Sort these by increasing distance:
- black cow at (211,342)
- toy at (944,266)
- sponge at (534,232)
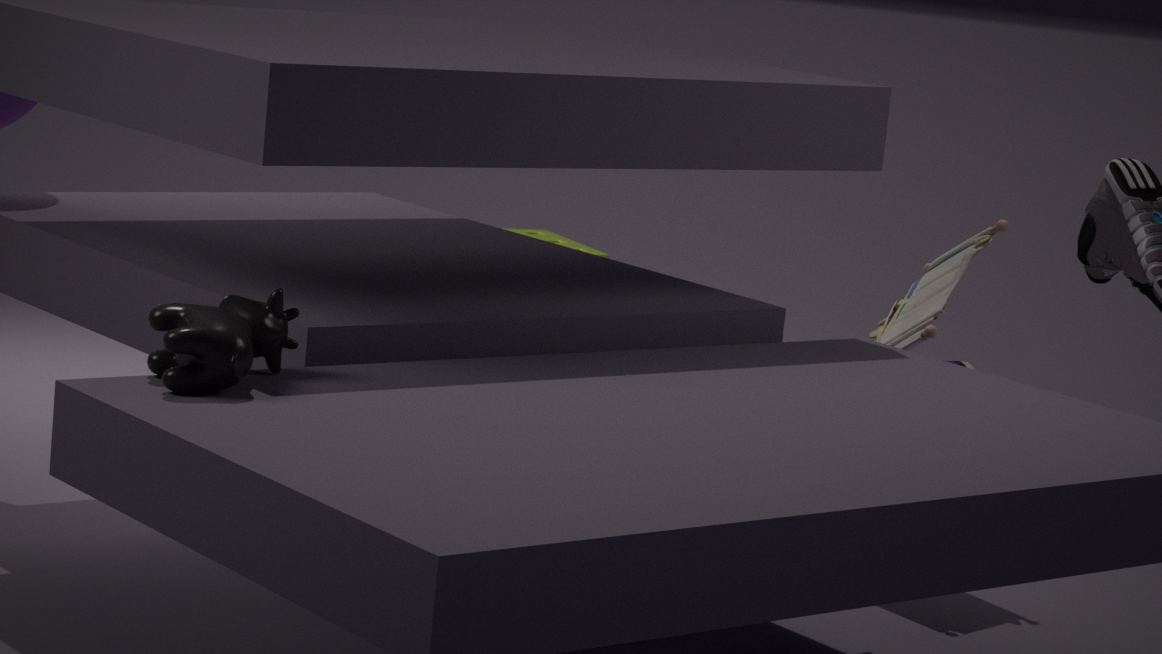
black cow at (211,342) < toy at (944,266) < sponge at (534,232)
